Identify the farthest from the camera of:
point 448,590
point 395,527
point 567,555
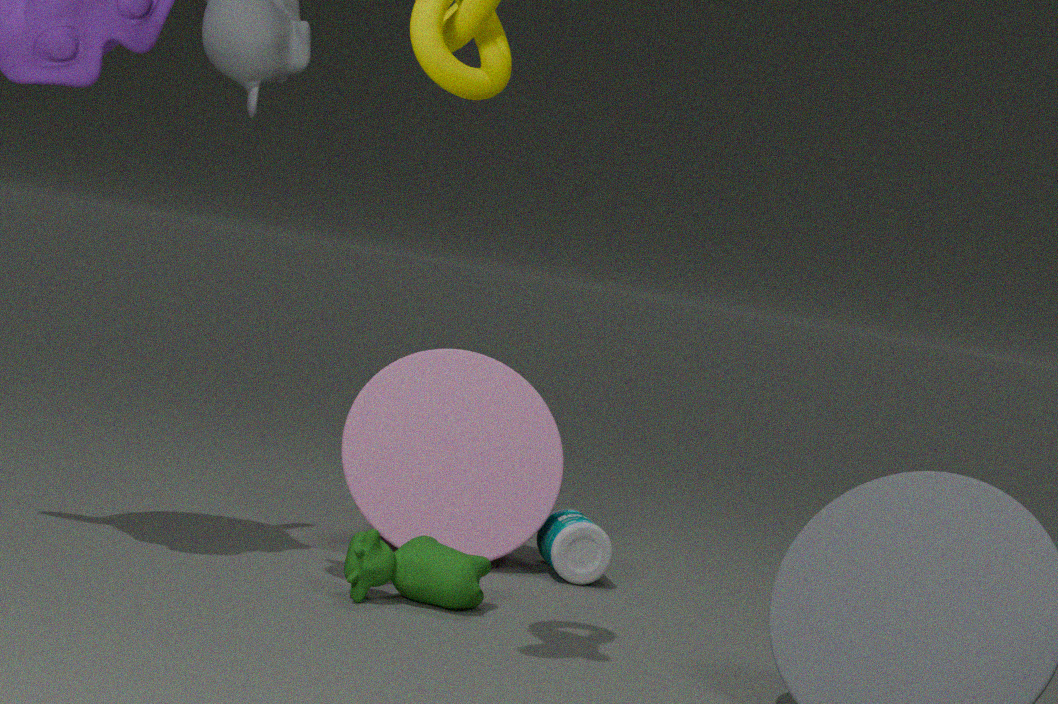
point 567,555
